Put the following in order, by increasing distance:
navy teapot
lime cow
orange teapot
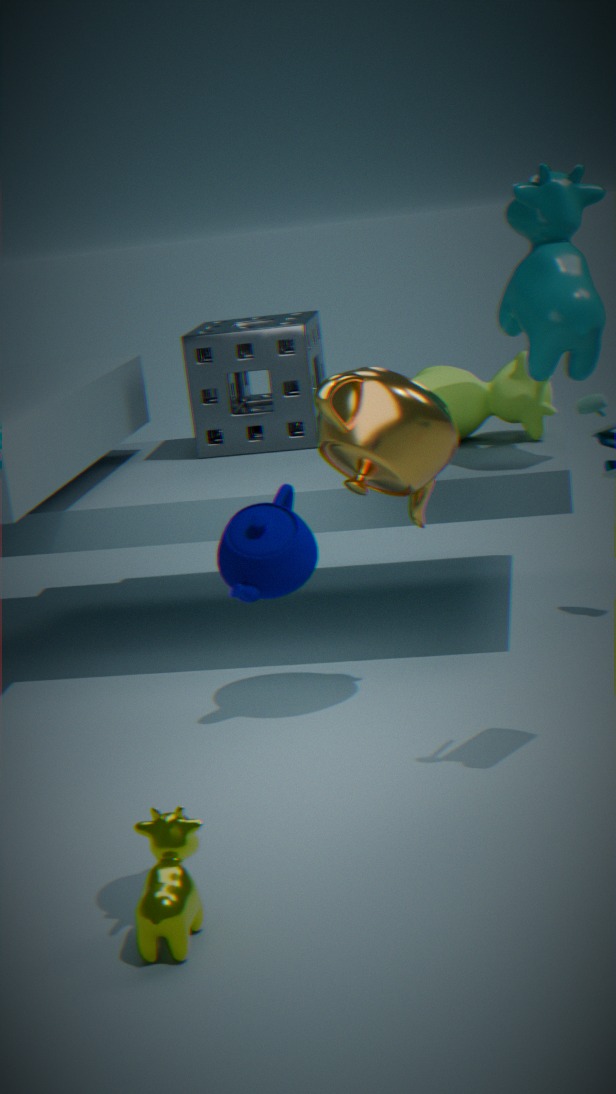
1. navy teapot
2. orange teapot
3. lime cow
